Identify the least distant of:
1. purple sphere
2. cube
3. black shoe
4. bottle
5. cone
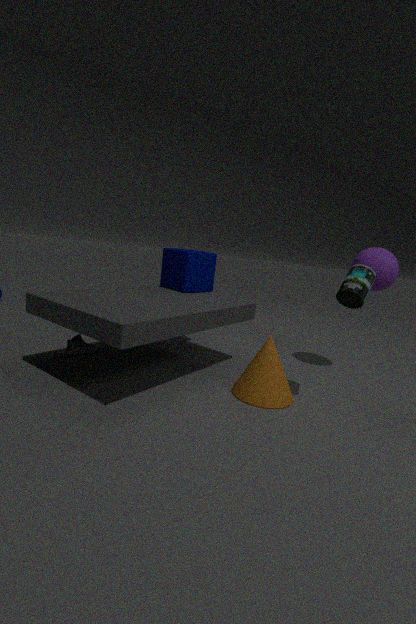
bottle
